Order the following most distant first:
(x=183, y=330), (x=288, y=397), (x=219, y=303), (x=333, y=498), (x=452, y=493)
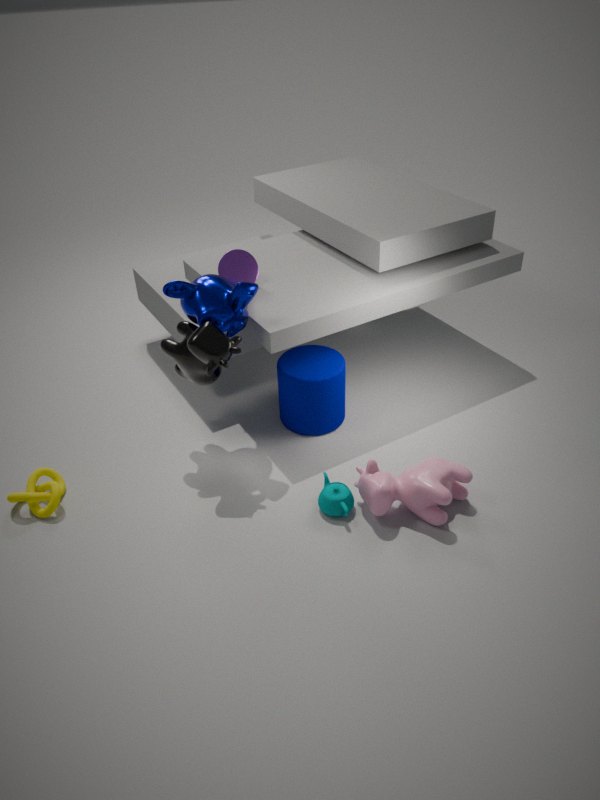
(x=288, y=397), (x=183, y=330), (x=219, y=303), (x=452, y=493), (x=333, y=498)
